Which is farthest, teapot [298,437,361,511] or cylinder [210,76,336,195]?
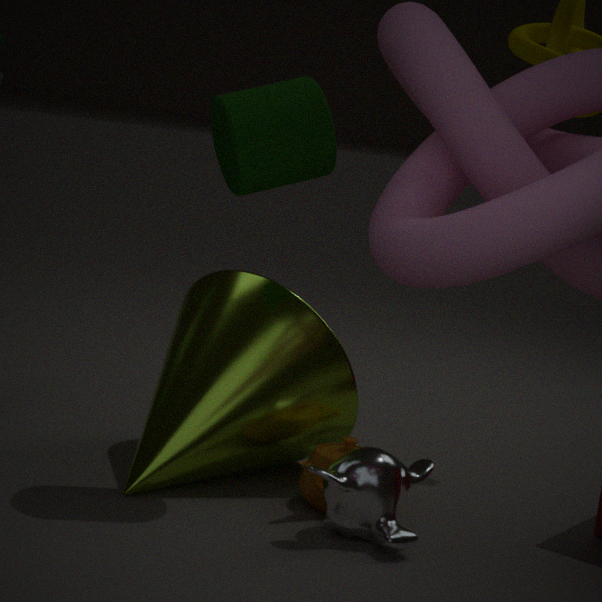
teapot [298,437,361,511]
